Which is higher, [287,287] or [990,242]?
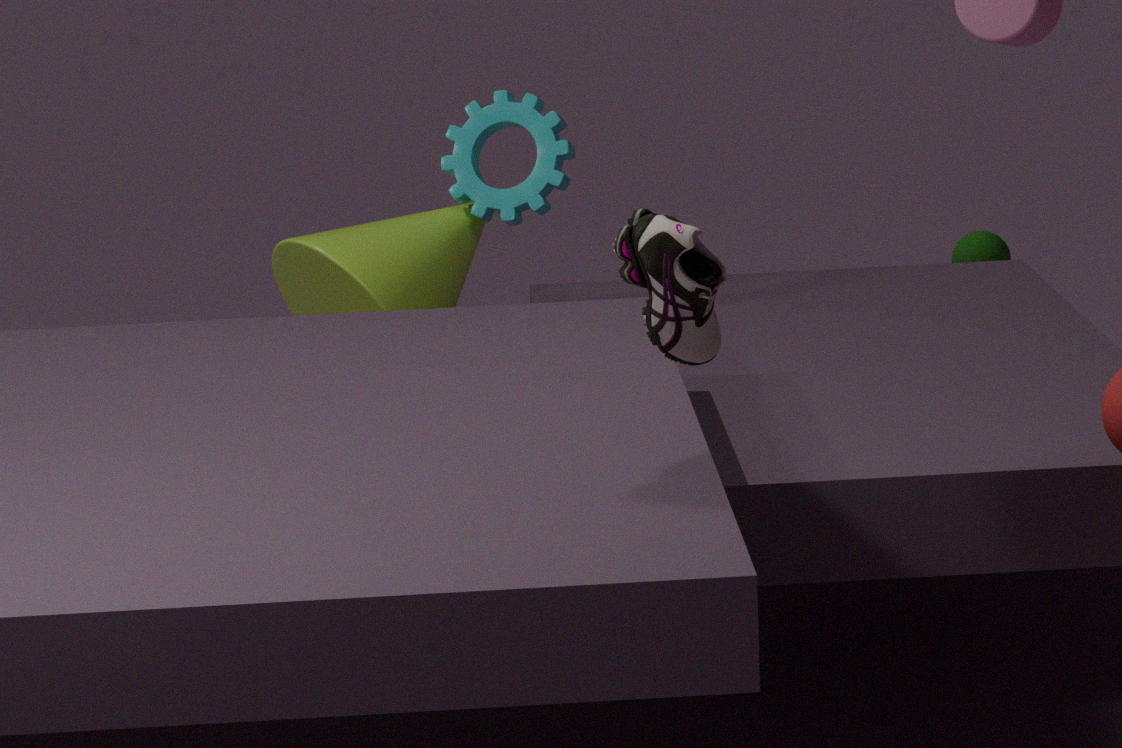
[287,287]
